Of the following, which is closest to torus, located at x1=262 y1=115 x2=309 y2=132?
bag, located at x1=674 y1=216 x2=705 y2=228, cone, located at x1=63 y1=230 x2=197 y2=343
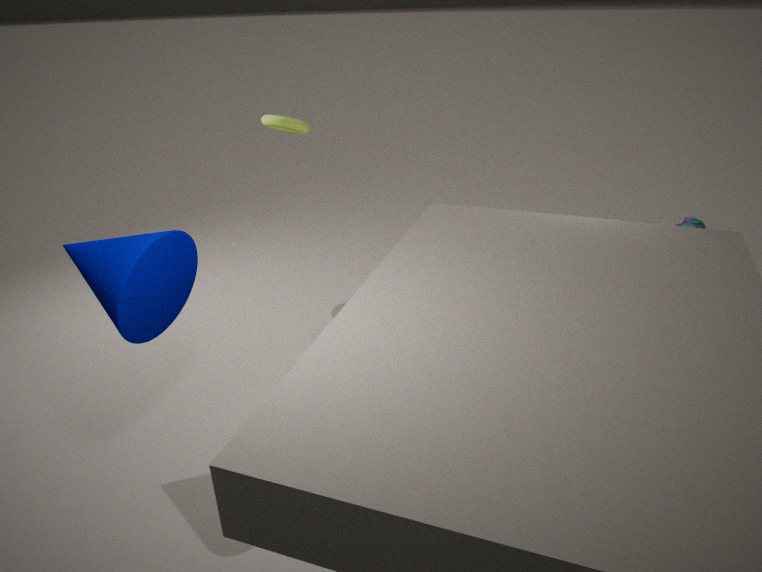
cone, located at x1=63 y1=230 x2=197 y2=343
